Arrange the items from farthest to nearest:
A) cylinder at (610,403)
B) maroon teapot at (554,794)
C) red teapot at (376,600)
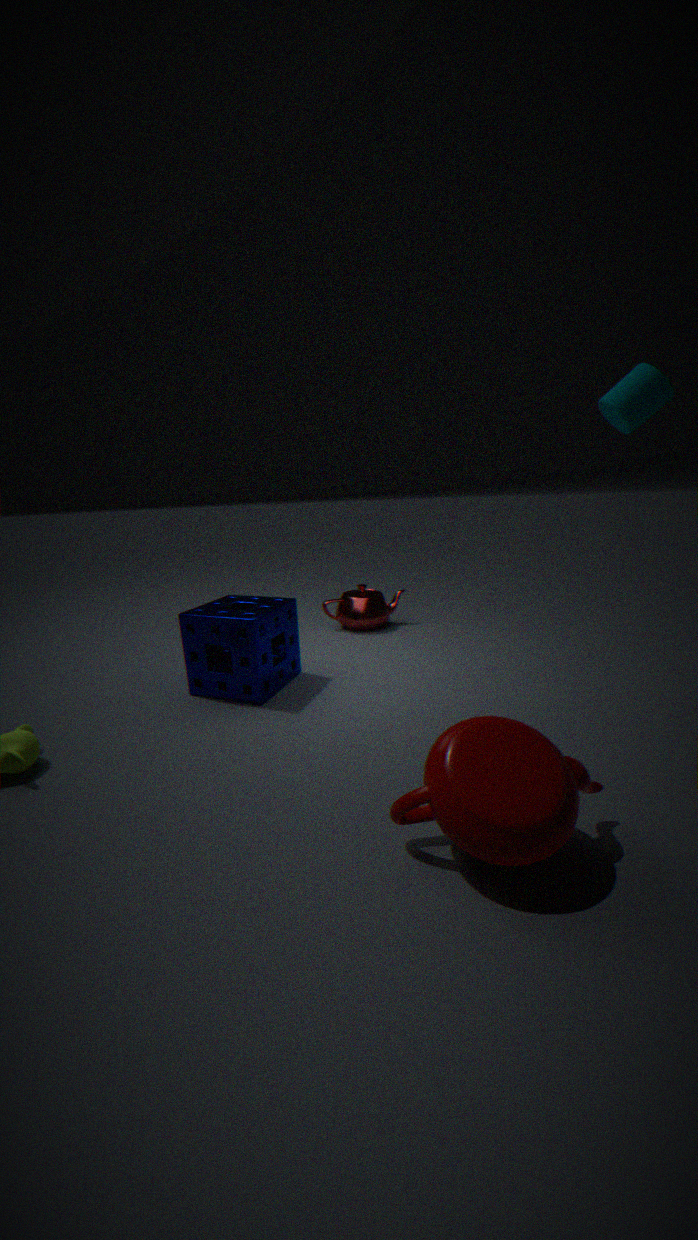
red teapot at (376,600) → cylinder at (610,403) → maroon teapot at (554,794)
